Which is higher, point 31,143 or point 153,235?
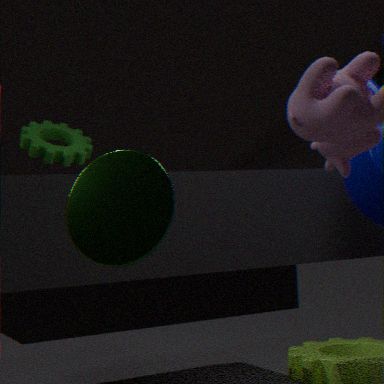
point 31,143
